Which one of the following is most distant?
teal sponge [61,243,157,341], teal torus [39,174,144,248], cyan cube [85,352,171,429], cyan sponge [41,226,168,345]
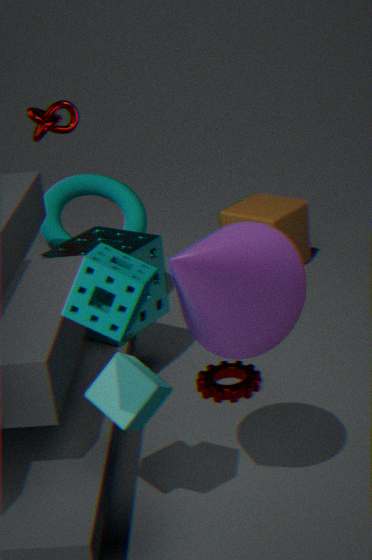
teal torus [39,174,144,248]
